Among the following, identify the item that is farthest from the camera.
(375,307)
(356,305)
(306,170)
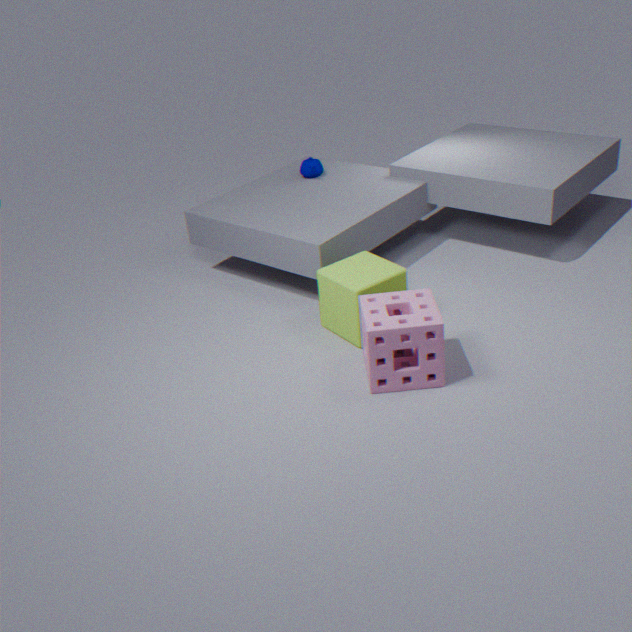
(306,170)
